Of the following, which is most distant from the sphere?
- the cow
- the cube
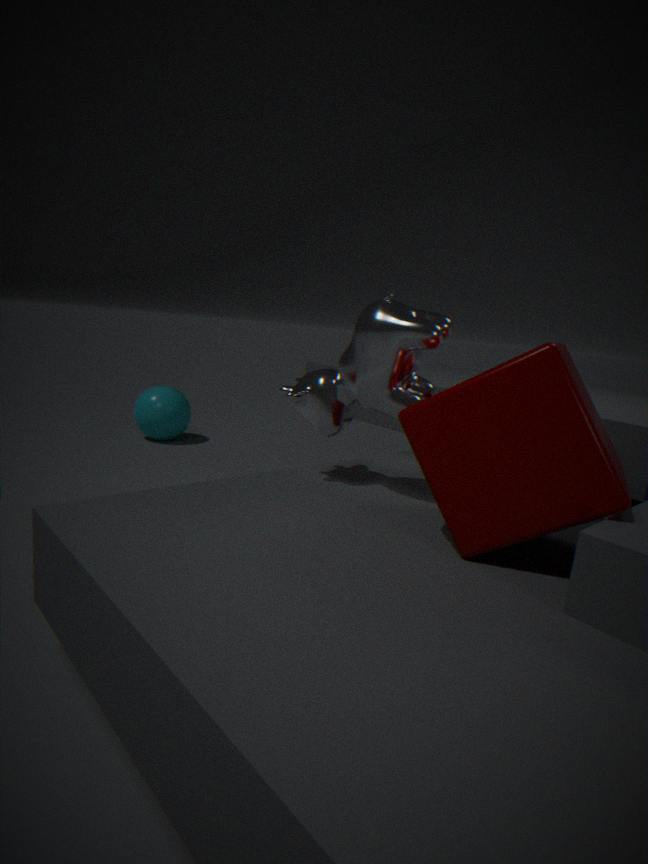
the cube
